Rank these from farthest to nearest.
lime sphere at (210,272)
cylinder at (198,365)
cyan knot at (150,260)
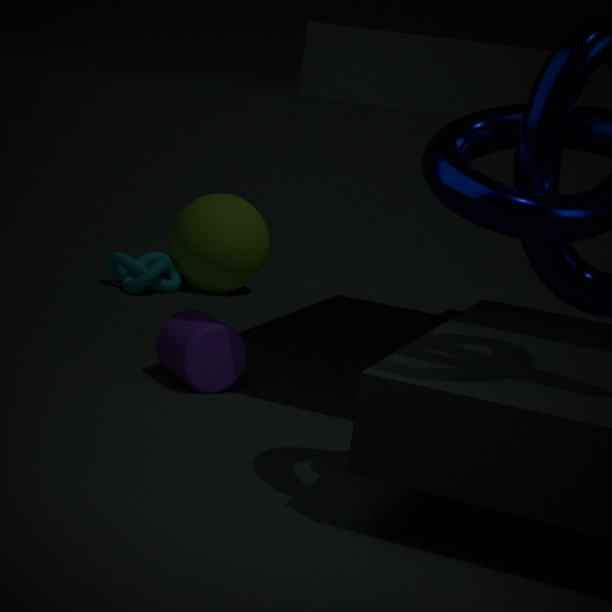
lime sphere at (210,272), cyan knot at (150,260), cylinder at (198,365)
